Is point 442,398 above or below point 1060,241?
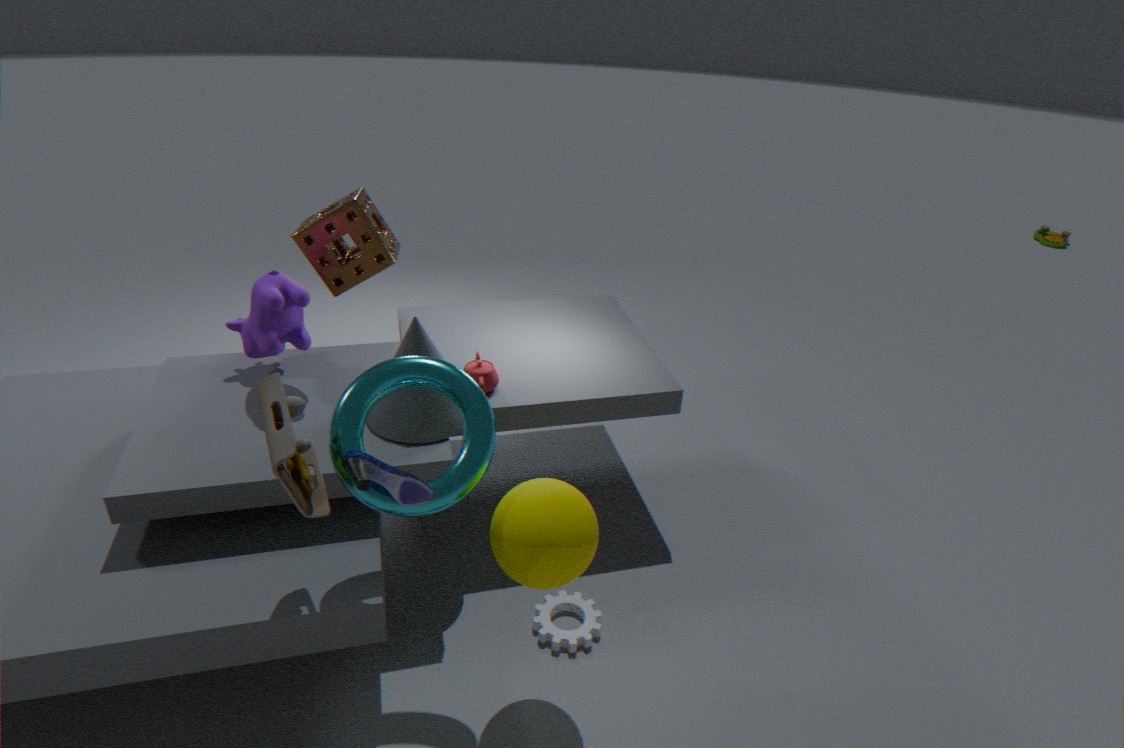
above
